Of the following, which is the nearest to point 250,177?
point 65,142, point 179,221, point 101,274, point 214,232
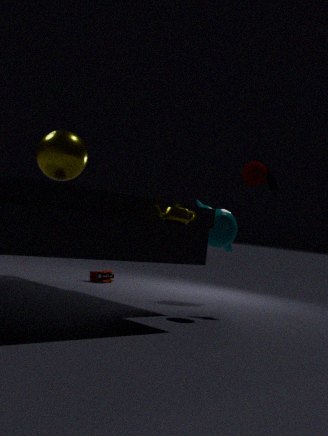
point 214,232
